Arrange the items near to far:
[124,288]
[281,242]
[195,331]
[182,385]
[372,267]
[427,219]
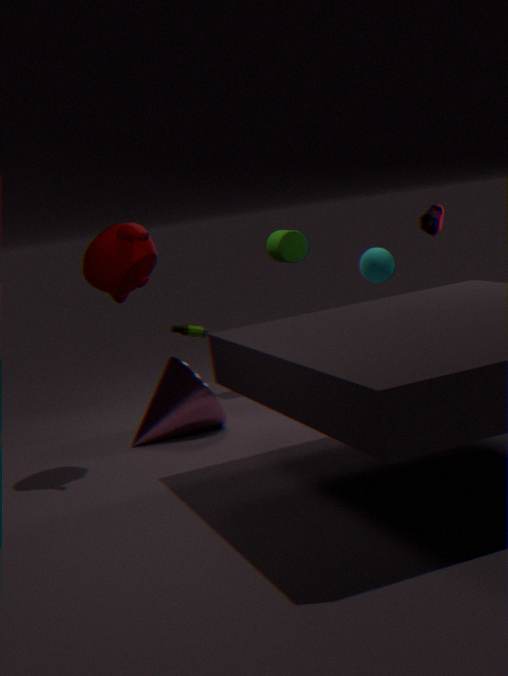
1. [124,288]
2. [182,385]
3. [427,219]
4. [372,267]
5. [195,331]
6. [281,242]
